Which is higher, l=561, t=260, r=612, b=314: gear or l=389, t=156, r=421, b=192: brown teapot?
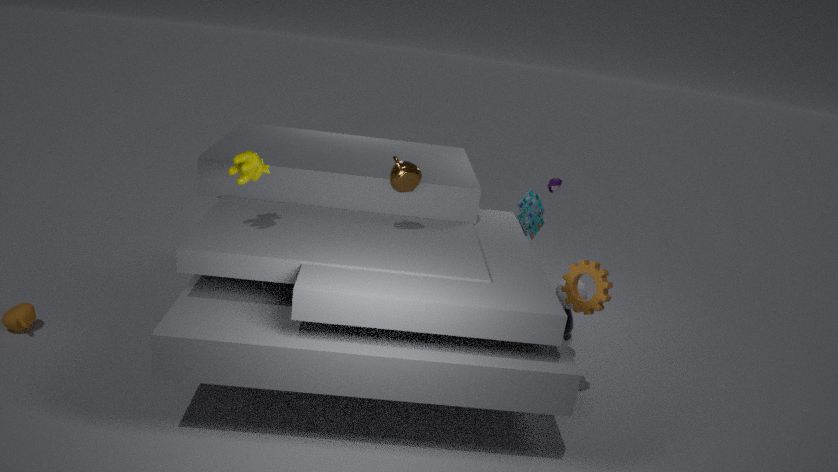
l=389, t=156, r=421, b=192: brown teapot
